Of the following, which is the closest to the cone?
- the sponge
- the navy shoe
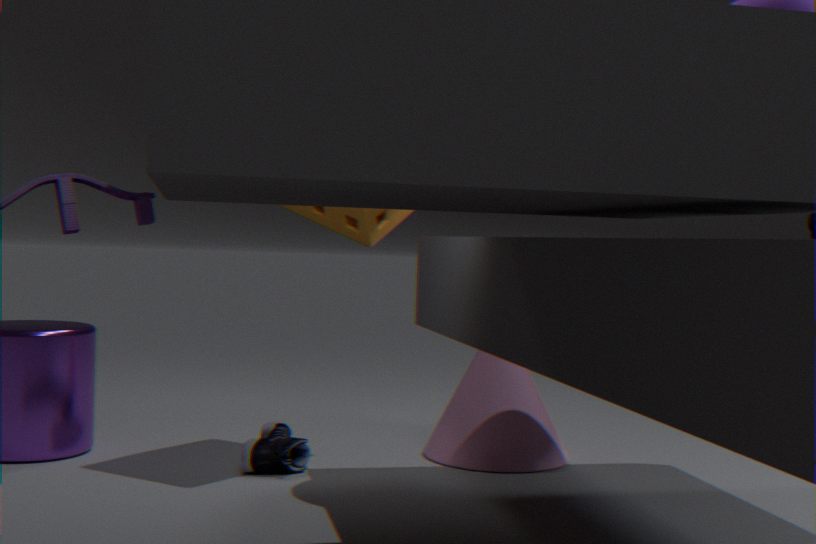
the navy shoe
